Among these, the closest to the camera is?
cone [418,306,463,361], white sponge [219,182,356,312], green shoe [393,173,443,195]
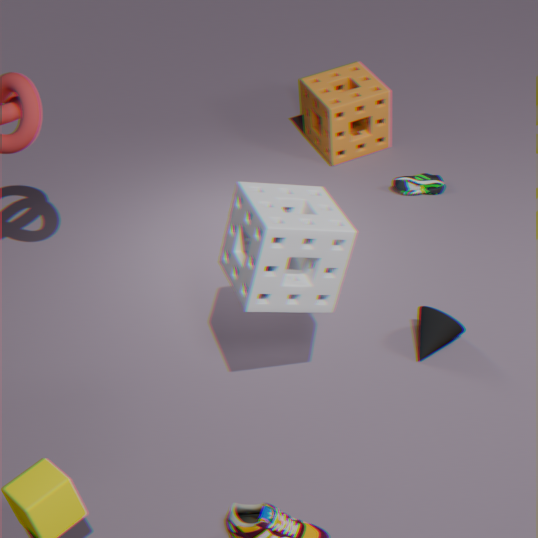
white sponge [219,182,356,312]
